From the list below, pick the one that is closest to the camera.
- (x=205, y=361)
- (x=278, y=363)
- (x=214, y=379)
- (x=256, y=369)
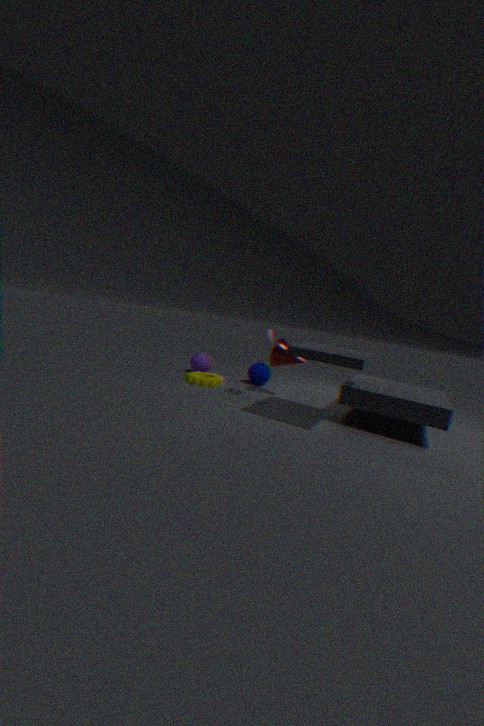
(x=278, y=363)
